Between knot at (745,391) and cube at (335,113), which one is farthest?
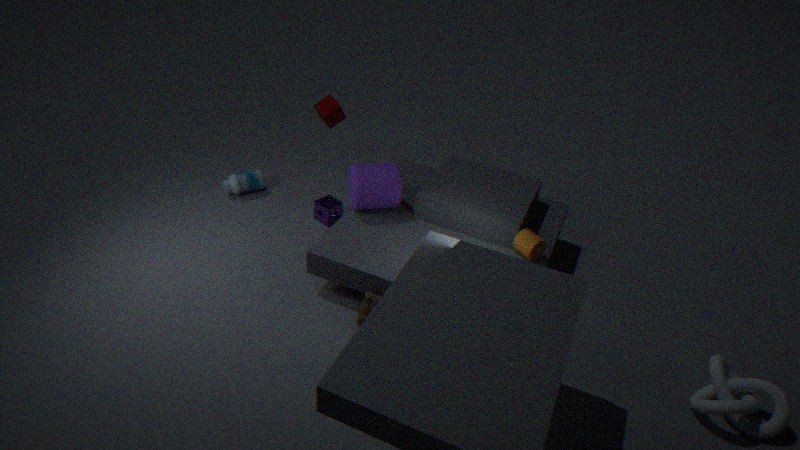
cube at (335,113)
